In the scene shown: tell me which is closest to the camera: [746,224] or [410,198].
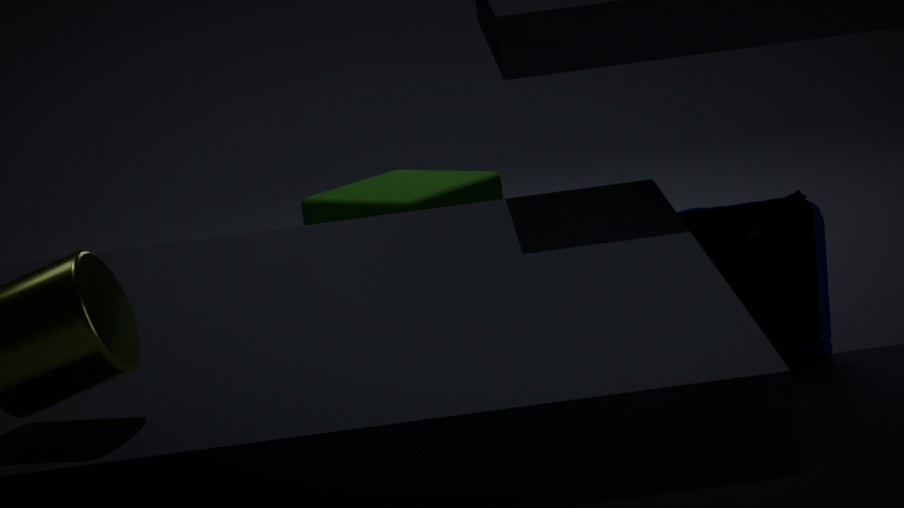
[746,224]
